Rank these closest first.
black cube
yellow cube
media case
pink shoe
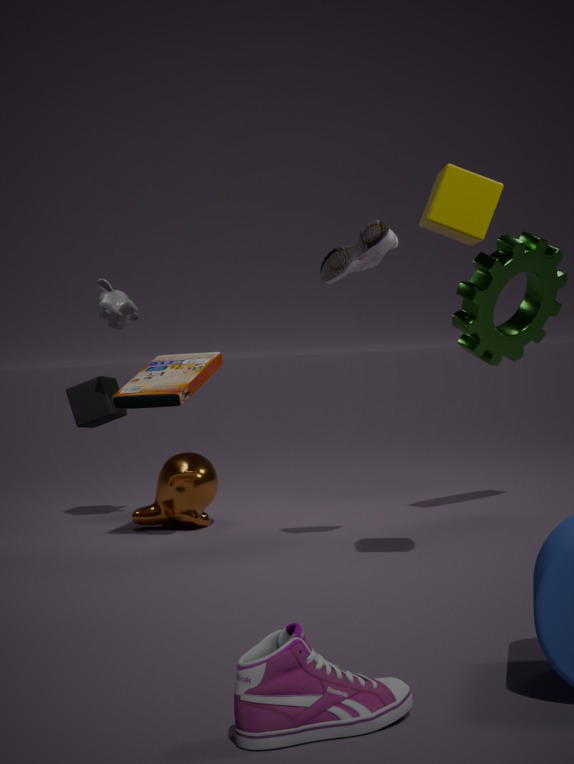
pink shoe → yellow cube → media case → black cube
